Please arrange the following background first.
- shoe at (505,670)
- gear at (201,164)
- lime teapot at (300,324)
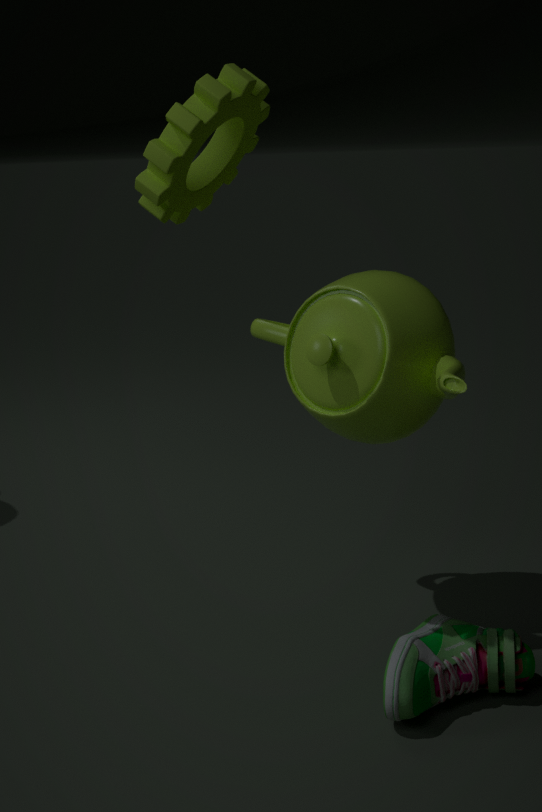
lime teapot at (300,324) → shoe at (505,670) → gear at (201,164)
